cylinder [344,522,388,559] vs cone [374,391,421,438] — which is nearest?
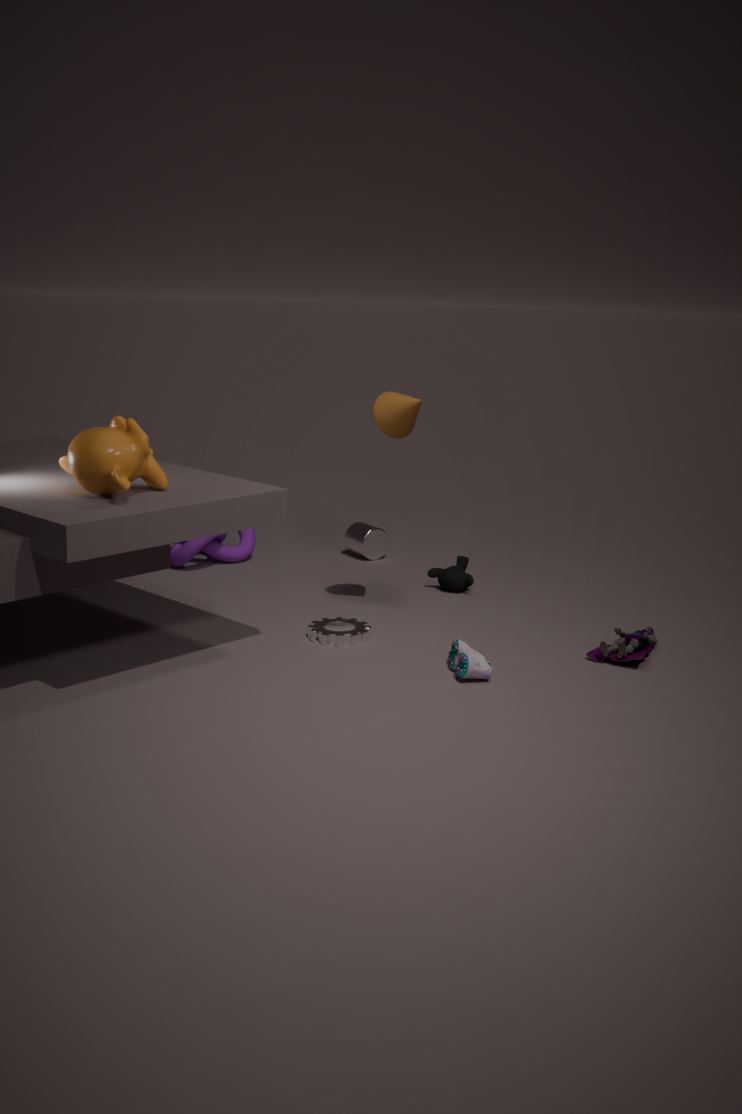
cone [374,391,421,438]
